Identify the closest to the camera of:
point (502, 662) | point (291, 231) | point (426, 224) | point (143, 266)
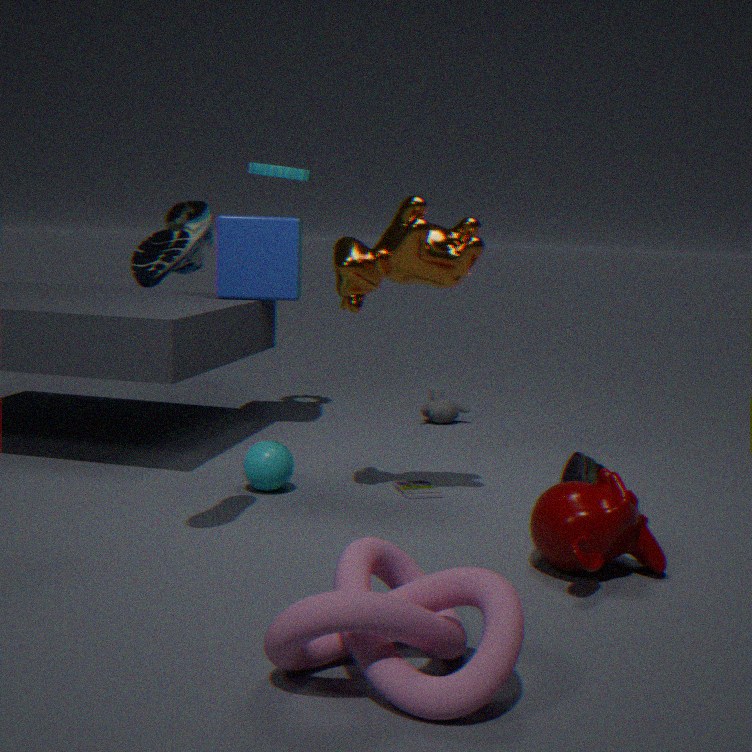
point (502, 662)
